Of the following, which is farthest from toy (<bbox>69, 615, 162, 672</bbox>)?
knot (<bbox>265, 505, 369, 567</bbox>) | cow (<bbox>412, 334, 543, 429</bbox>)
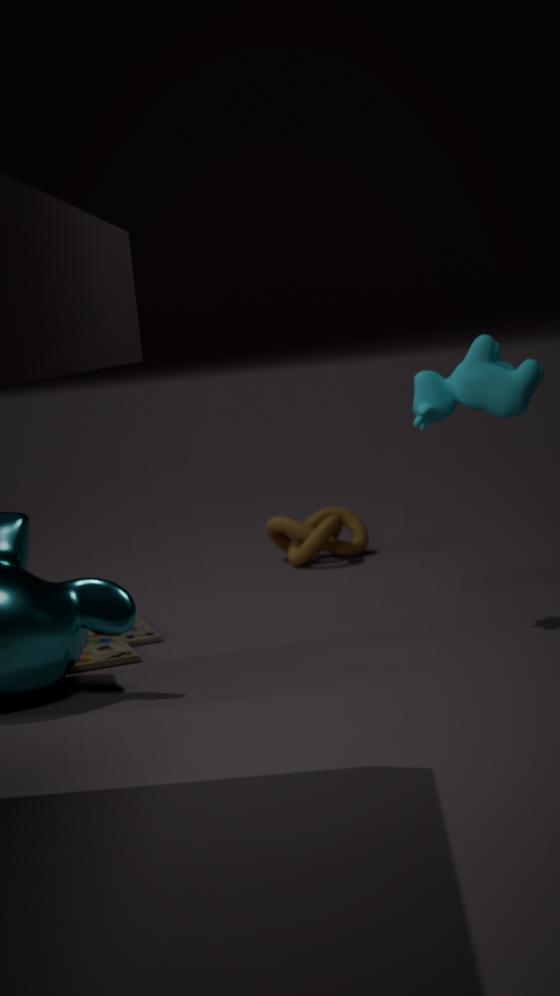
Answer: cow (<bbox>412, 334, 543, 429</bbox>)
